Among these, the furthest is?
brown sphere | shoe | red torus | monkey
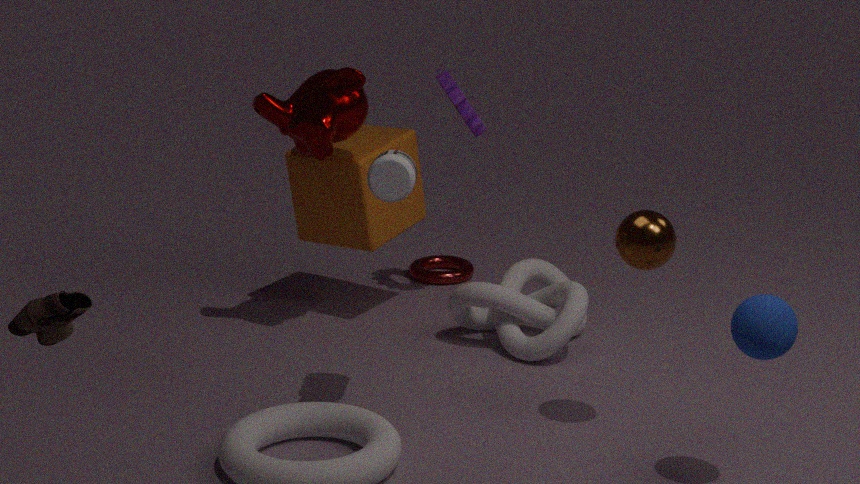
red torus
